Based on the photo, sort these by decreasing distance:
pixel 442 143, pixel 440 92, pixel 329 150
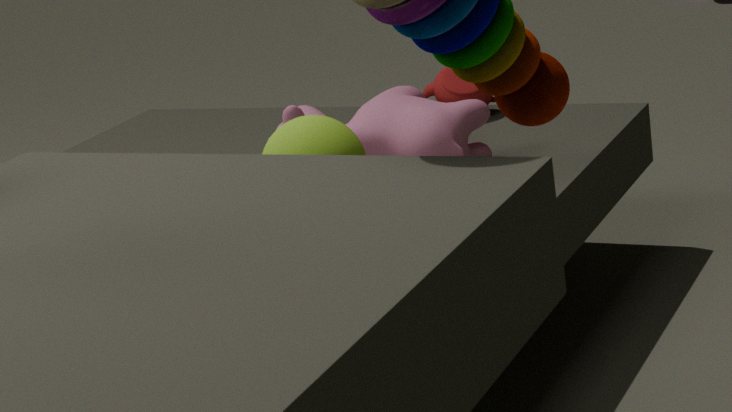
1. pixel 440 92
2. pixel 442 143
3. pixel 329 150
